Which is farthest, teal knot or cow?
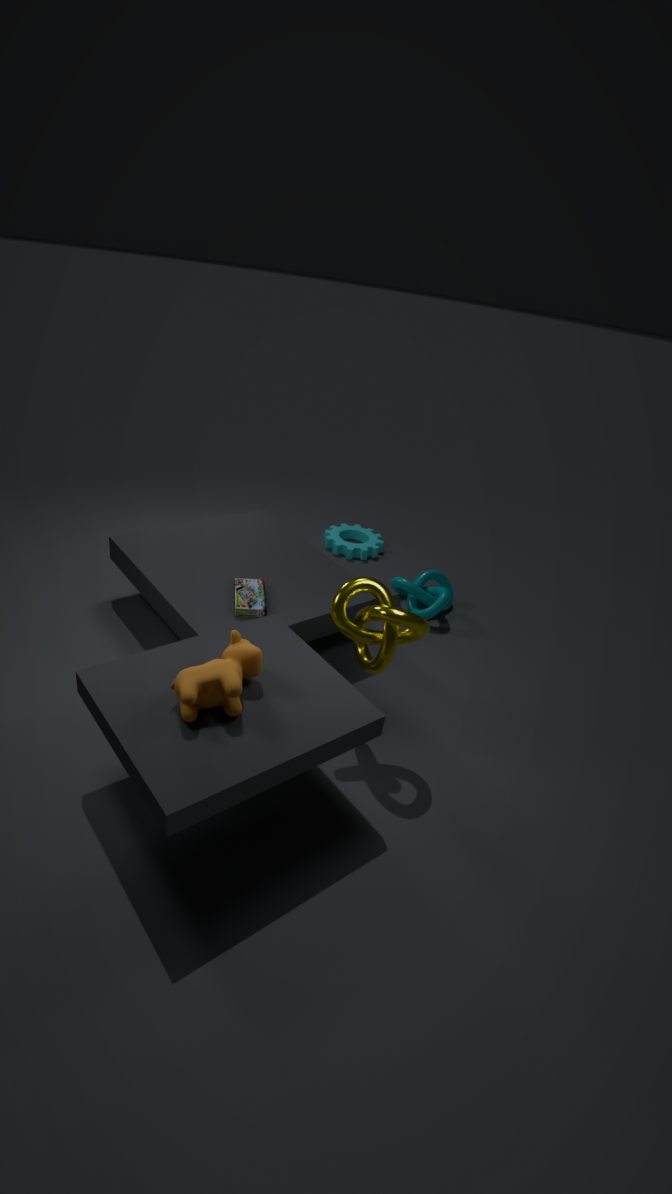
teal knot
